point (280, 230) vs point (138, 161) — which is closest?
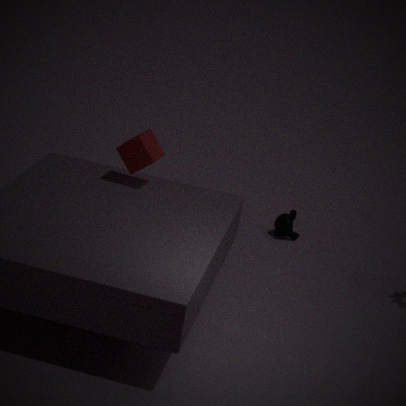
point (138, 161)
